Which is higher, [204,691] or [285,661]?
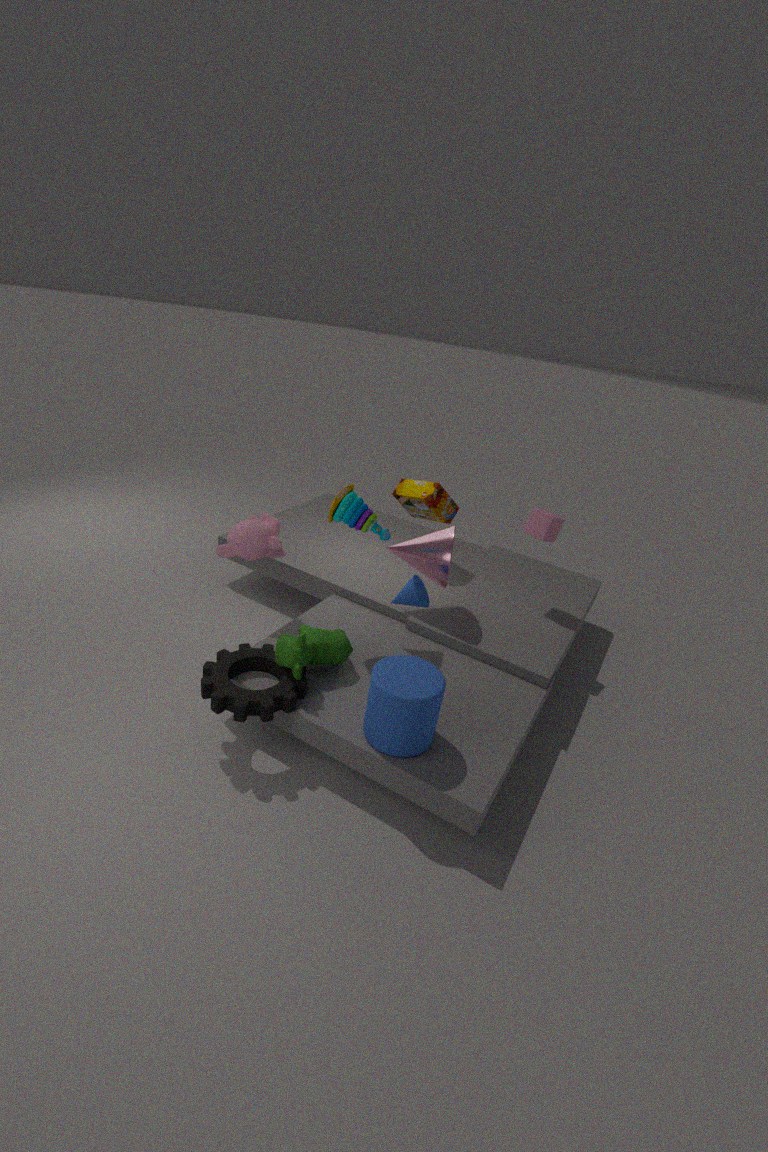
[285,661]
